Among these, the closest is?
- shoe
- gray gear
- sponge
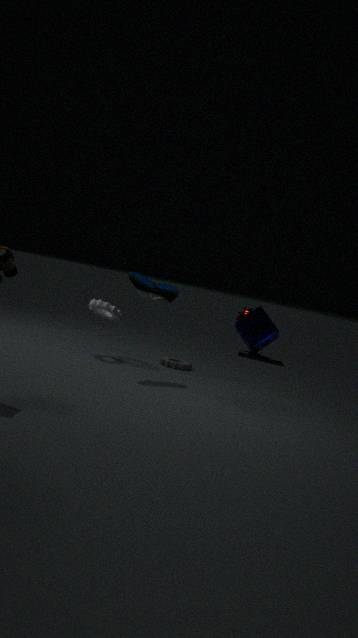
shoe
